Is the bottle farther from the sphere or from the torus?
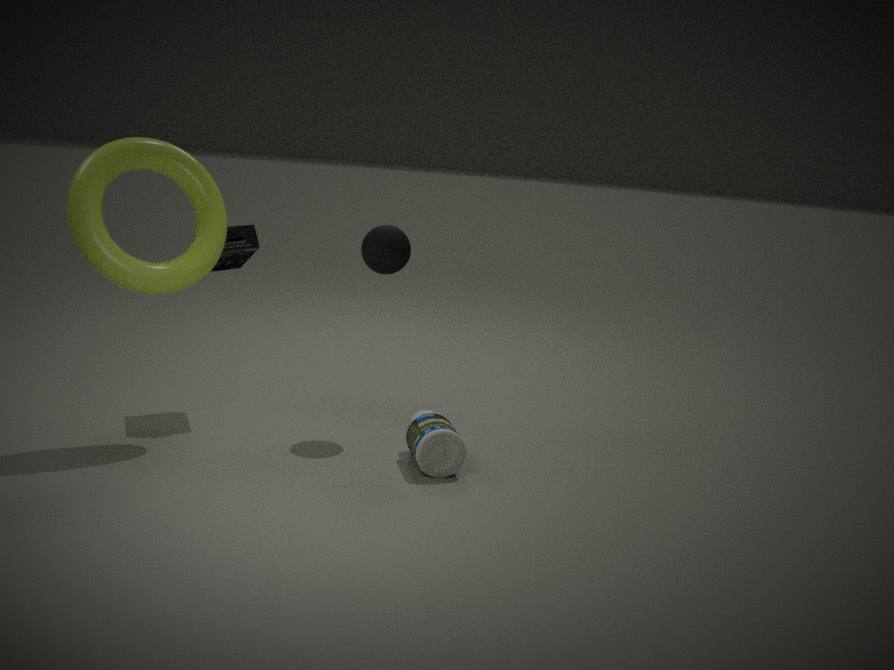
the torus
